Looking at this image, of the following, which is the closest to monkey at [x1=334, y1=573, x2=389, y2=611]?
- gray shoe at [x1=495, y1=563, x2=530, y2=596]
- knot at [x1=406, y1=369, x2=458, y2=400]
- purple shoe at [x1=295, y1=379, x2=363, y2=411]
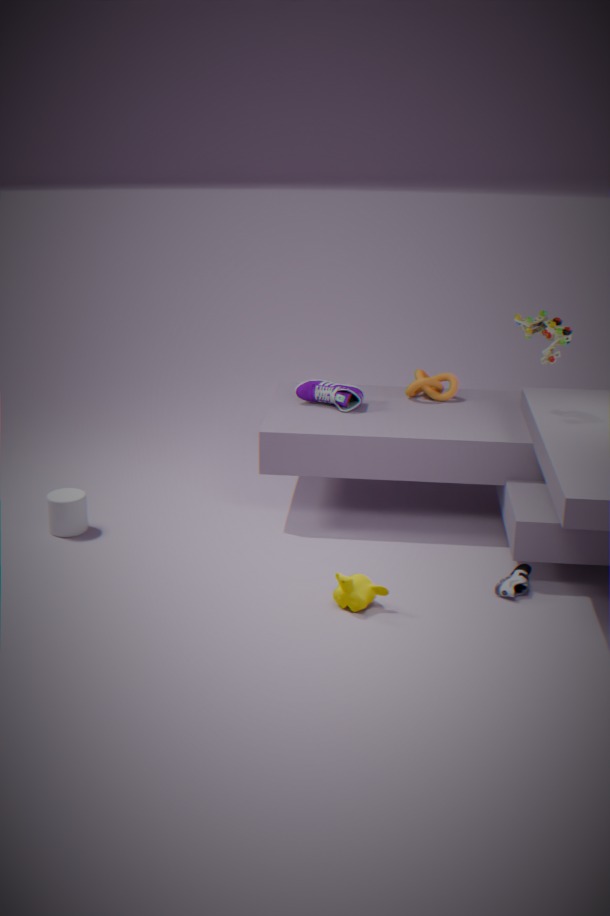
gray shoe at [x1=495, y1=563, x2=530, y2=596]
